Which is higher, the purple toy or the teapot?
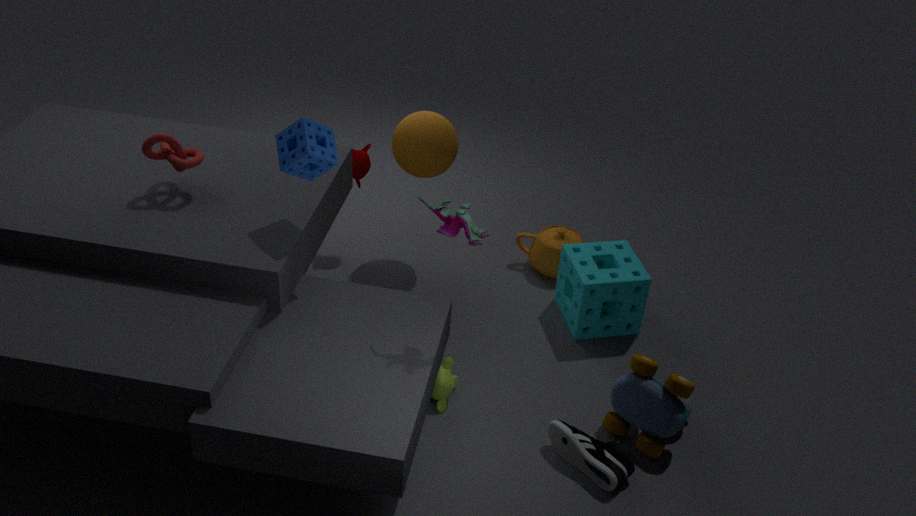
the purple toy
